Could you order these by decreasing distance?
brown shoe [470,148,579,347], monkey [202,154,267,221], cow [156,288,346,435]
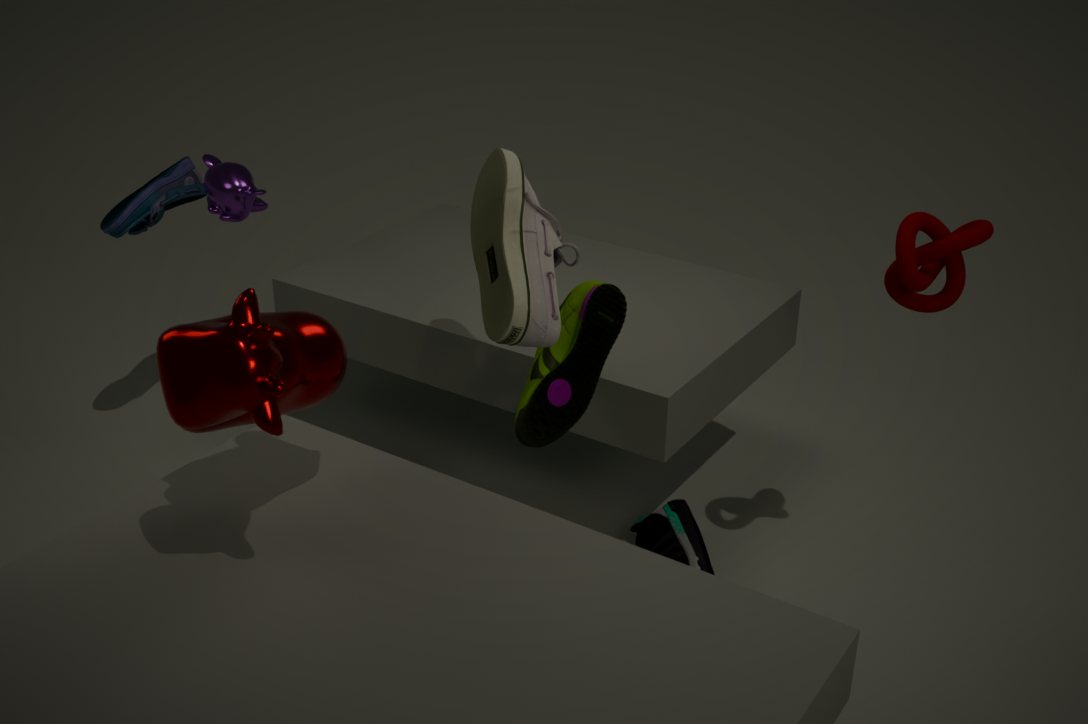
1. monkey [202,154,267,221]
2. brown shoe [470,148,579,347]
3. cow [156,288,346,435]
